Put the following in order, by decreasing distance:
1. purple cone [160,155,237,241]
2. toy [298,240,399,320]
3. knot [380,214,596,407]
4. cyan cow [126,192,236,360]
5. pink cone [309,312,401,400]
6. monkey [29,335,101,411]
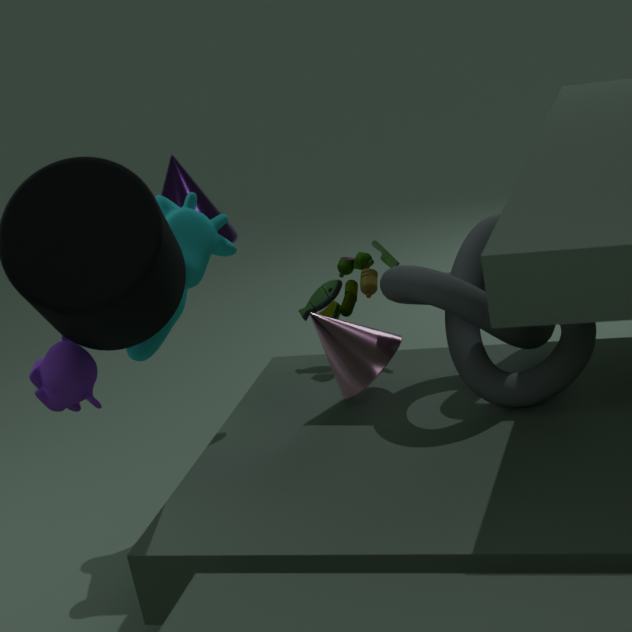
purple cone [160,155,237,241] → toy [298,240,399,320] → pink cone [309,312,401,400] → cyan cow [126,192,236,360] → monkey [29,335,101,411] → knot [380,214,596,407]
